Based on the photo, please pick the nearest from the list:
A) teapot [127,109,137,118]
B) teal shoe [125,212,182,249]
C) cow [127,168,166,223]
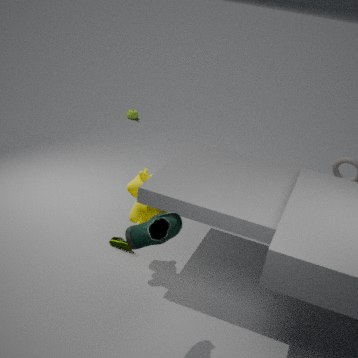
teal shoe [125,212,182,249]
